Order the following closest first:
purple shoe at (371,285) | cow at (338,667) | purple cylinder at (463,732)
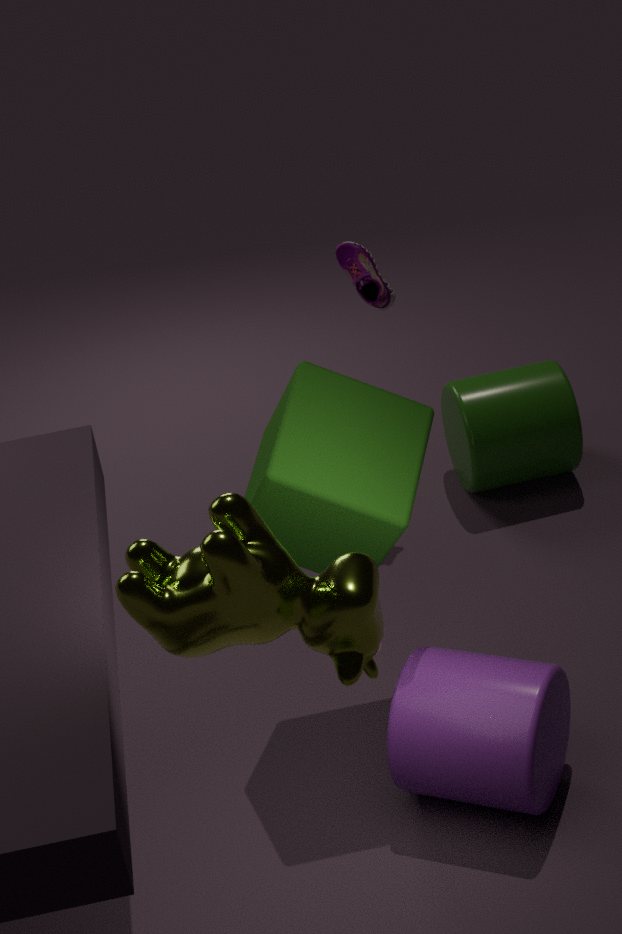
cow at (338,667) → purple cylinder at (463,732) → purple shoe at (371,285)
